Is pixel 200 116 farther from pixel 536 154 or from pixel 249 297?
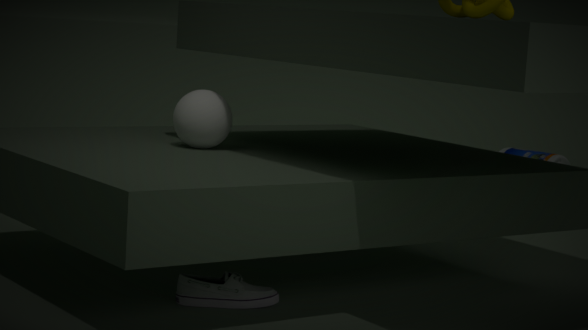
pixel 536 154
